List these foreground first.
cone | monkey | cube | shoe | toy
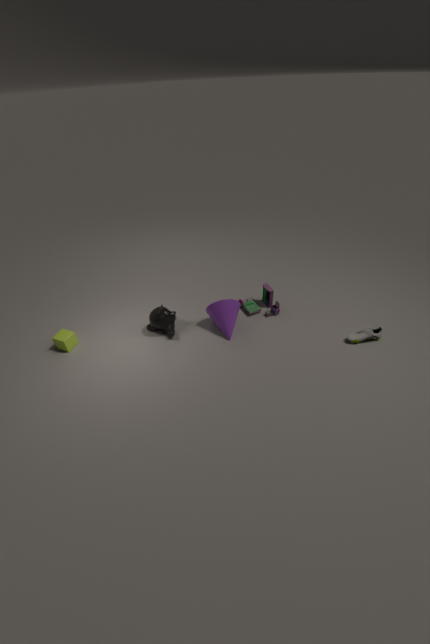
shoe
cube
monkey
cone
toy
